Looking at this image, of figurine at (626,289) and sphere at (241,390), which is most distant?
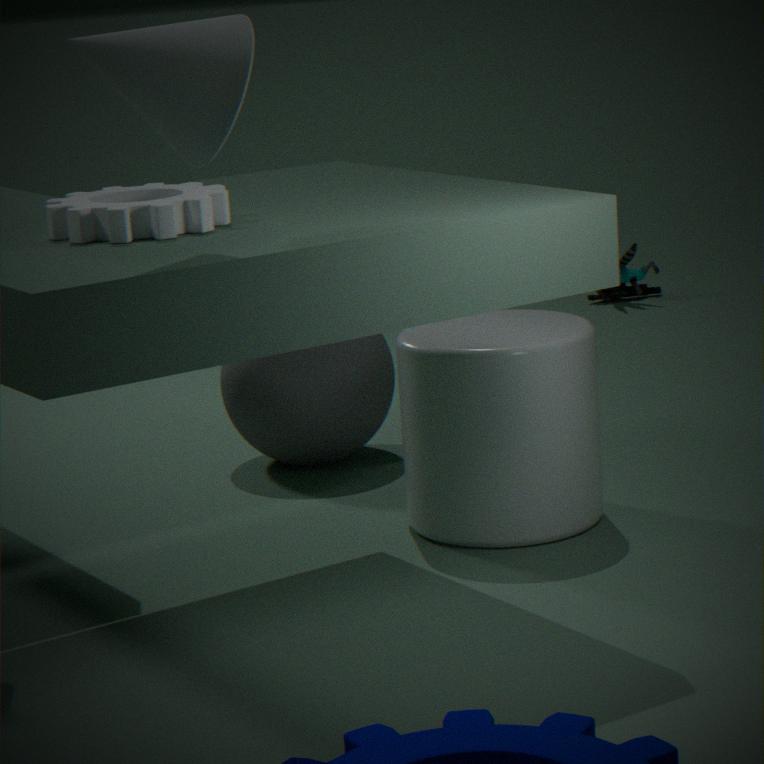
figurine at (626,289)
